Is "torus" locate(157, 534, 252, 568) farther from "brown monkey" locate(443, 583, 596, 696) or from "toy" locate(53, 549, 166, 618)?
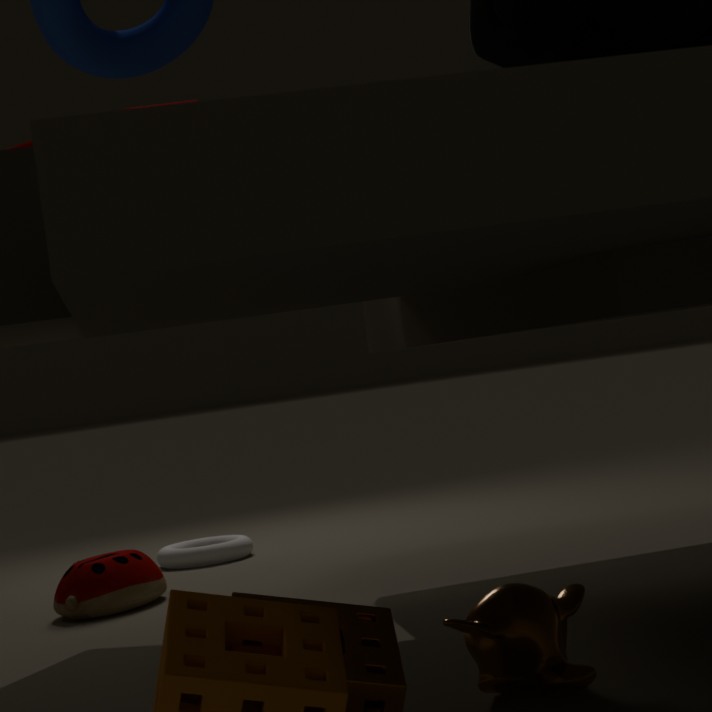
"brown monkey" locate(443, 583, 596, 696)
